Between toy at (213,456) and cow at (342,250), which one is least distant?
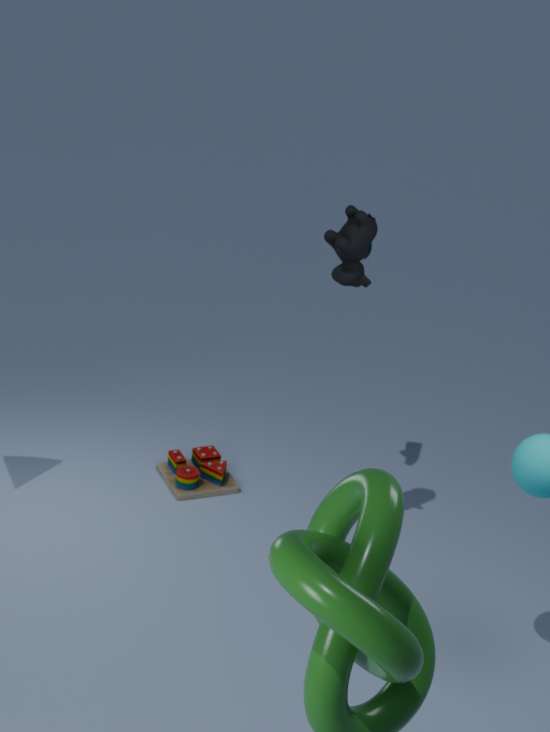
cow at (342,250)
